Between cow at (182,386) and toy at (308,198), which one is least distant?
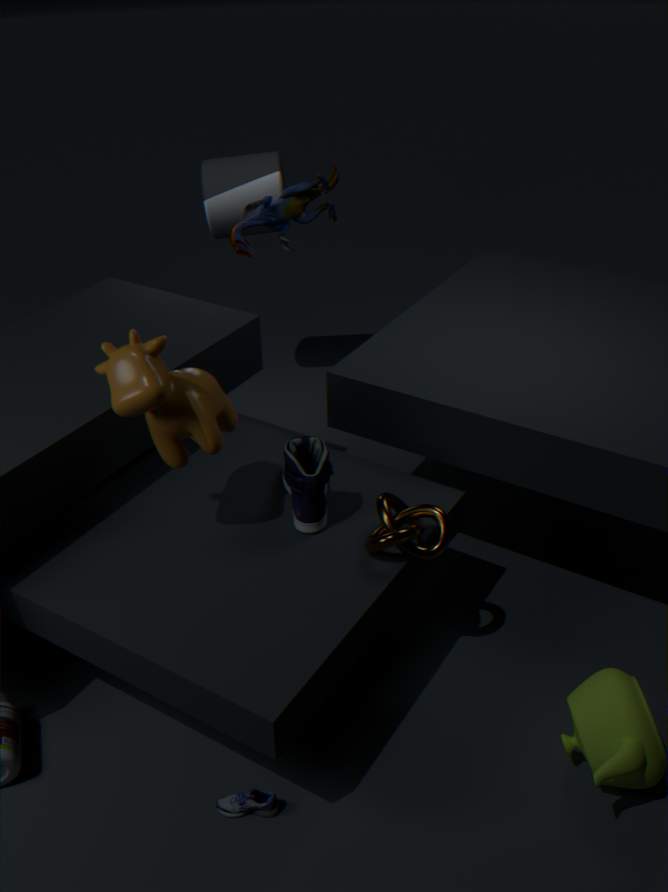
cow at (182,386)
